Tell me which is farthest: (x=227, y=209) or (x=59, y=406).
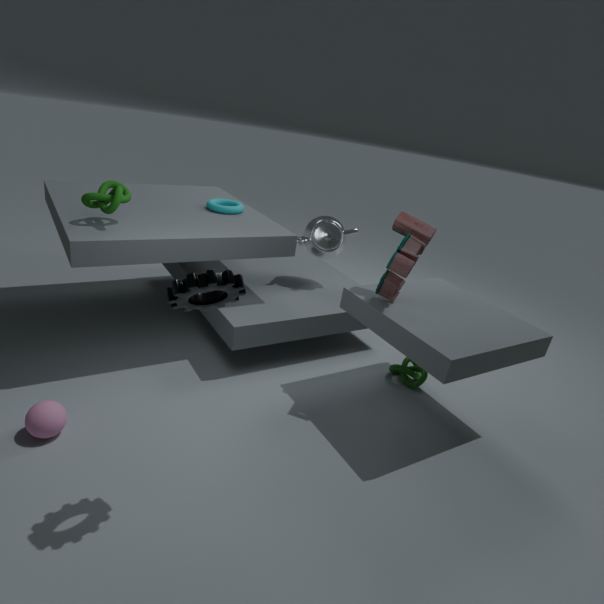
(x=227, y=209)
